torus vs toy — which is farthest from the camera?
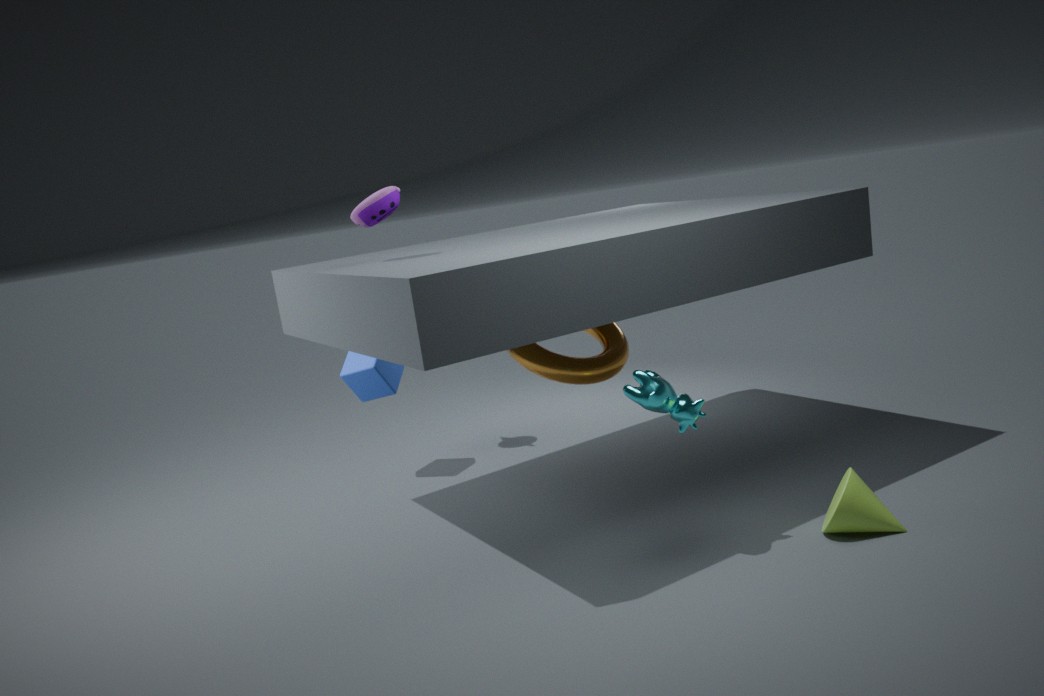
torus
